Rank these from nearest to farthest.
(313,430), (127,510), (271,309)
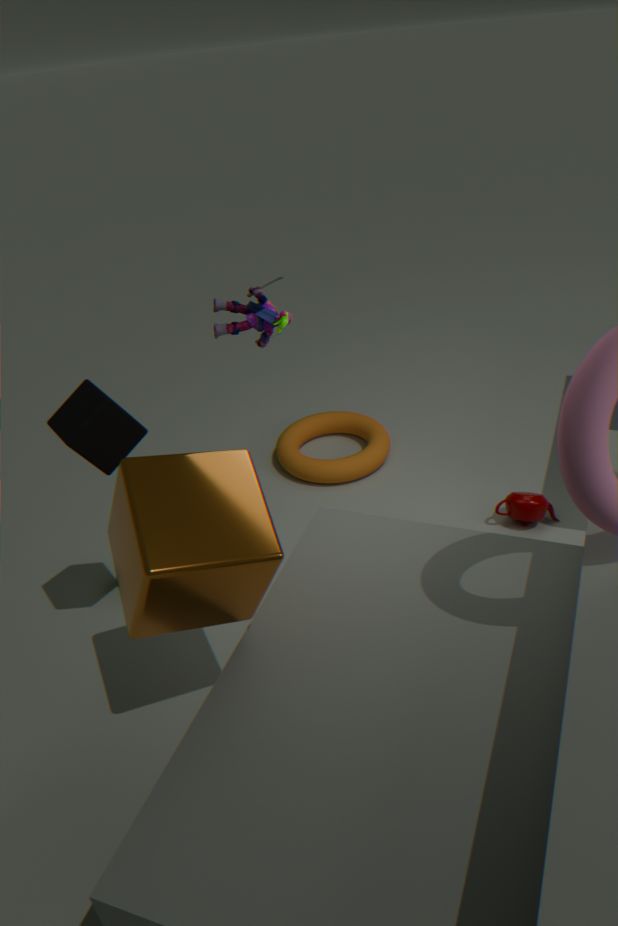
A: (127,510), (271,309), (313,430)
